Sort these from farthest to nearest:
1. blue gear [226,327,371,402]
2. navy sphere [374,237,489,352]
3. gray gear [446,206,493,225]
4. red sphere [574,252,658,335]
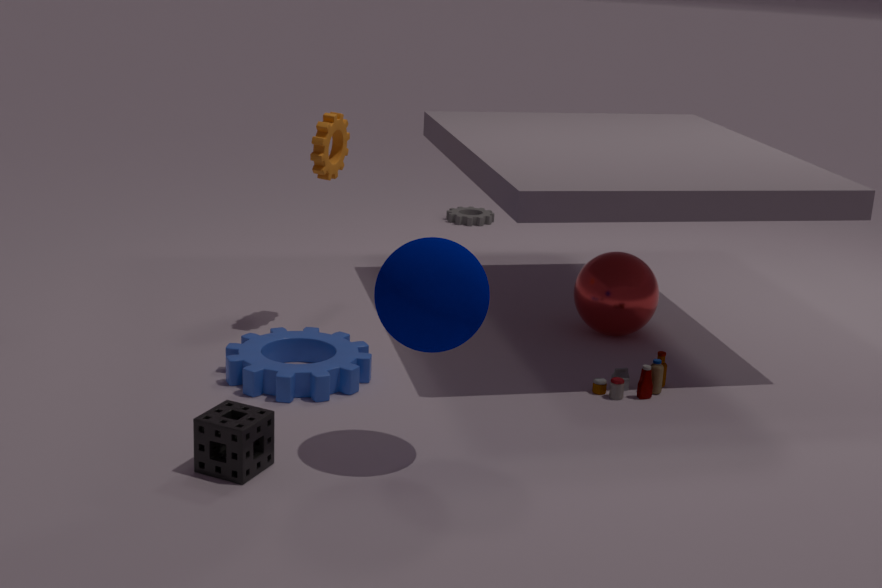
gray gear [446,206,493,225], red sphere [574,252,658,335], blue gear [226,327,371,402], navy sphere [374,237,489,352]
